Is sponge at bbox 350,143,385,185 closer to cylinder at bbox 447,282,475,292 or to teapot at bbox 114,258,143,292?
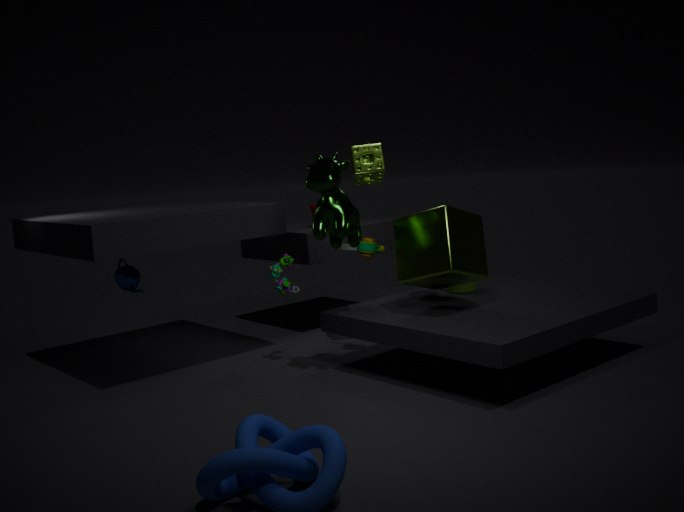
cylinder at bbox 447,282,475,292
